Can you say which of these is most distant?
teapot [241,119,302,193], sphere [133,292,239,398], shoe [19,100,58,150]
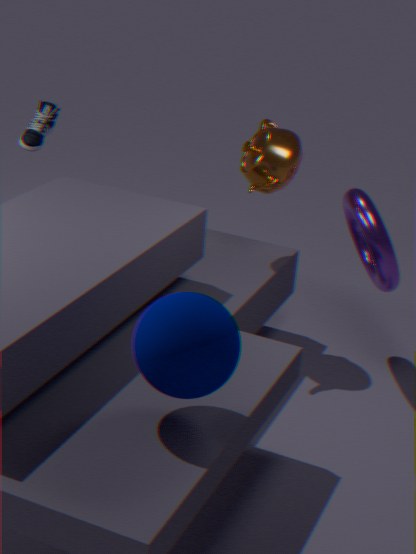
shoe [19,100,58,150]
